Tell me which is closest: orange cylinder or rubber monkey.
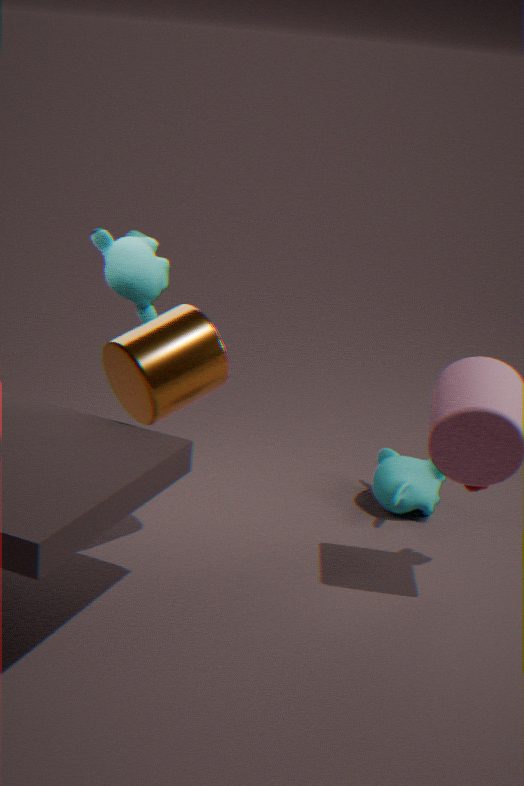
orange cylinder
